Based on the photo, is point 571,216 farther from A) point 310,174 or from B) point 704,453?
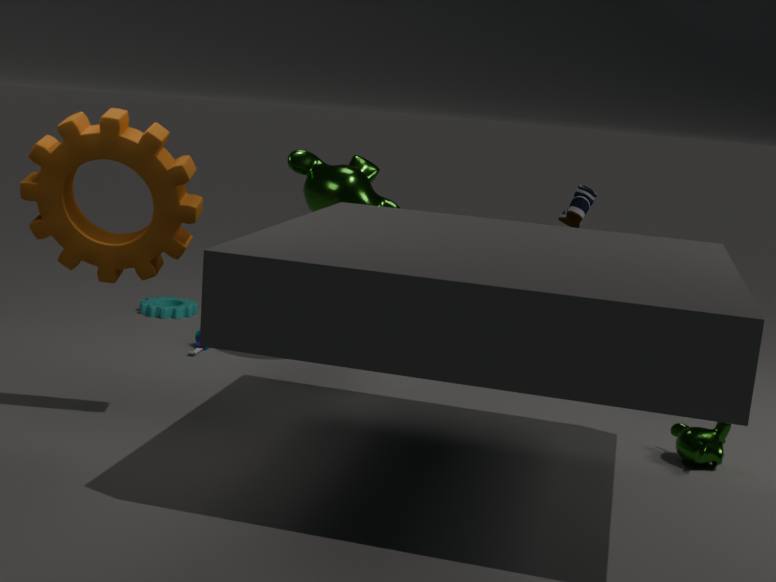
B) point 704,453
